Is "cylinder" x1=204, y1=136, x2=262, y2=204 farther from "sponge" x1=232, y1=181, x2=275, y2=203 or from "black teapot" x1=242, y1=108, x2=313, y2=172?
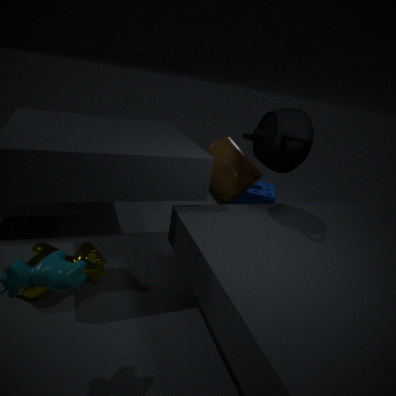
"sponge" x1=232, y1=181, x2=275, y2=203
